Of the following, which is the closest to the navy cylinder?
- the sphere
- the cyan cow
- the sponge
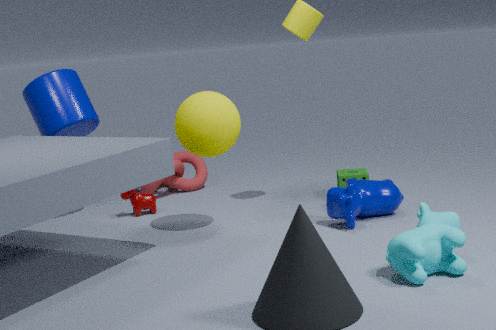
the sphere
